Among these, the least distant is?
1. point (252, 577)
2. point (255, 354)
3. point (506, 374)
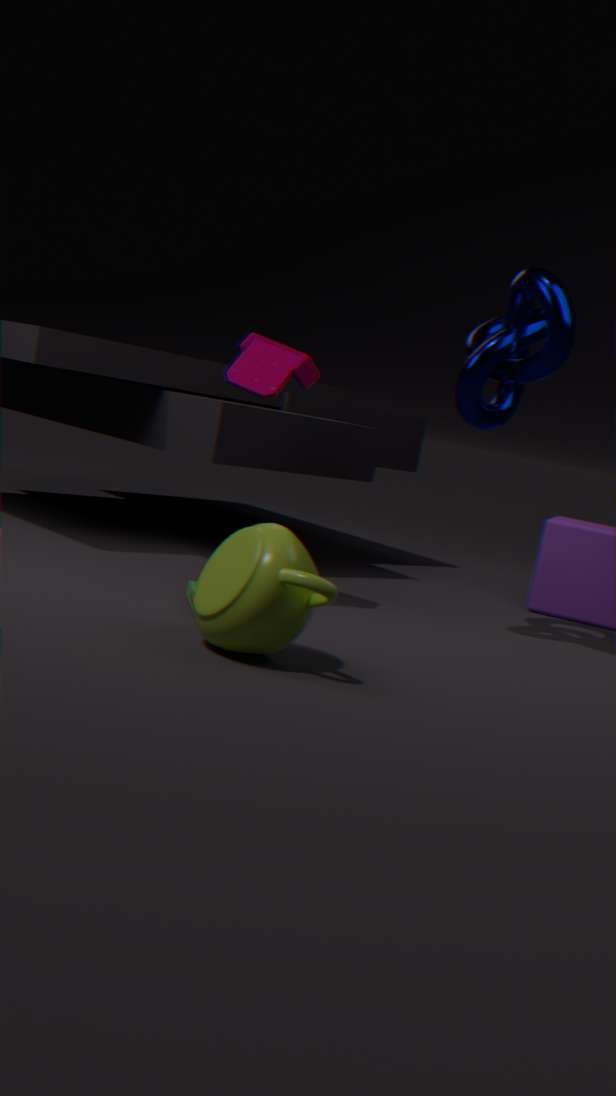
point (252, 577)
